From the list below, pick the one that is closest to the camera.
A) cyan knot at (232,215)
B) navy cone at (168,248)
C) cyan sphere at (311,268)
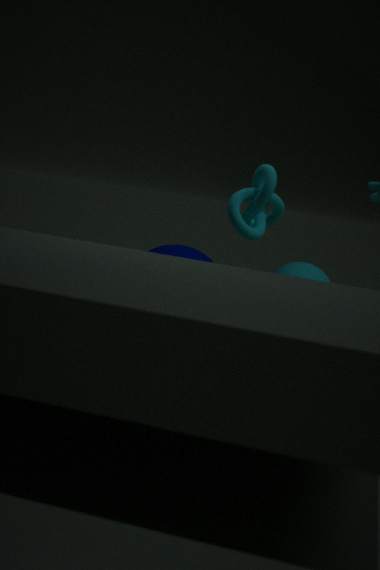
cyan knot at (232,215)
